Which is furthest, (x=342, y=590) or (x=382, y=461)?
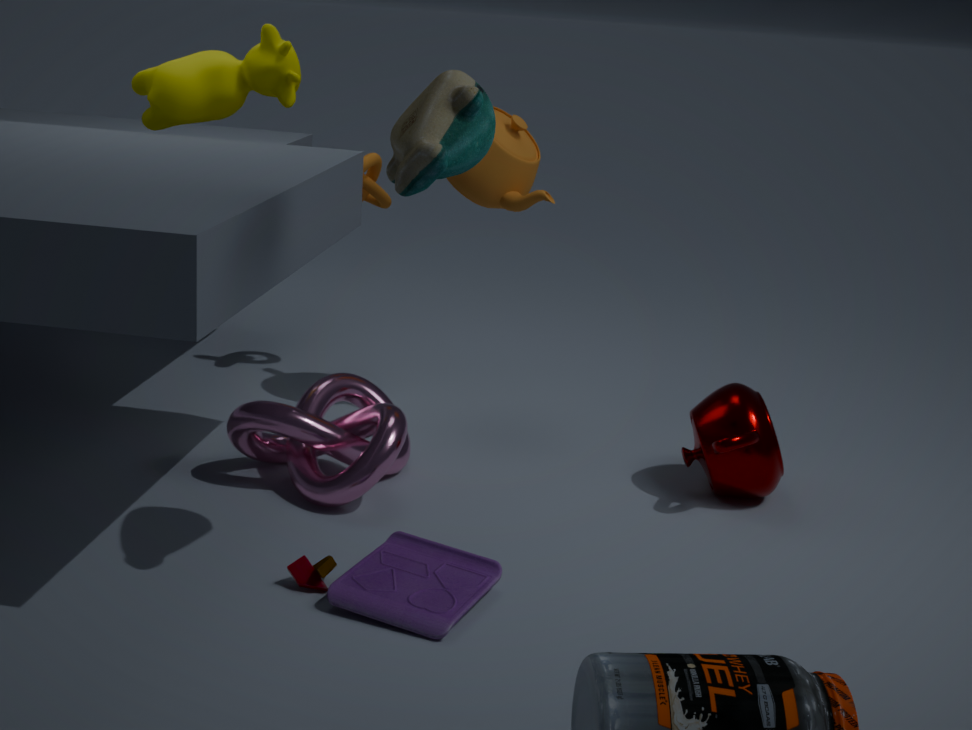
(x=382, y=461)
